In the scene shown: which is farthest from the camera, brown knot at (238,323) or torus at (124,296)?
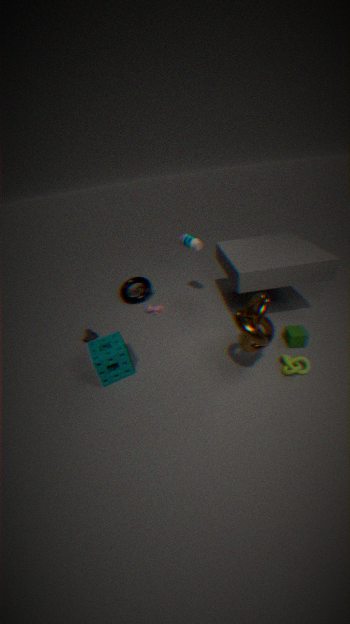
torus at (124,296)
